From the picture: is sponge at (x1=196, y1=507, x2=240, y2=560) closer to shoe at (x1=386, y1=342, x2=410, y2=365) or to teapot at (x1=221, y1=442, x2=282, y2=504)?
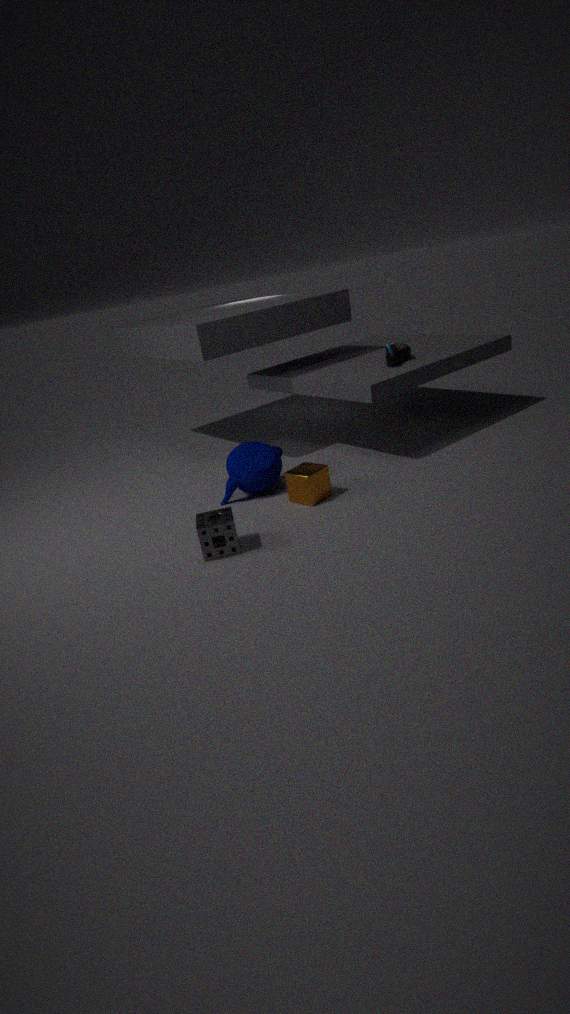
teapot at (x1=221, y1=442, x2=282, y2=504)
